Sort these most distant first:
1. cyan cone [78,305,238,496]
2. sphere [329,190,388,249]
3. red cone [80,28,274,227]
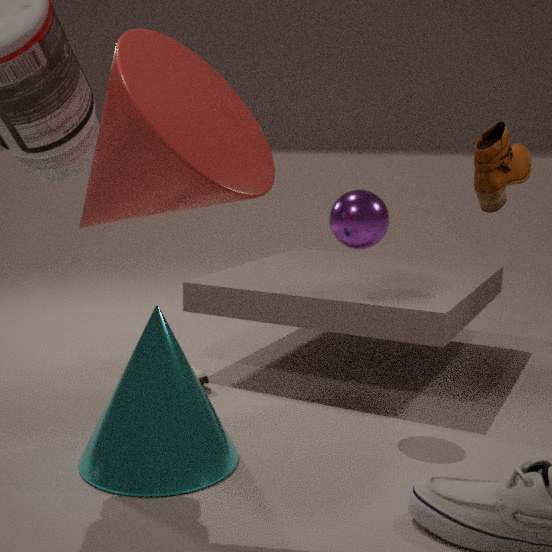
sphere [329,190,388,249] < cyan cone [78,305,238,496] < red cone [80,28,274,227]
